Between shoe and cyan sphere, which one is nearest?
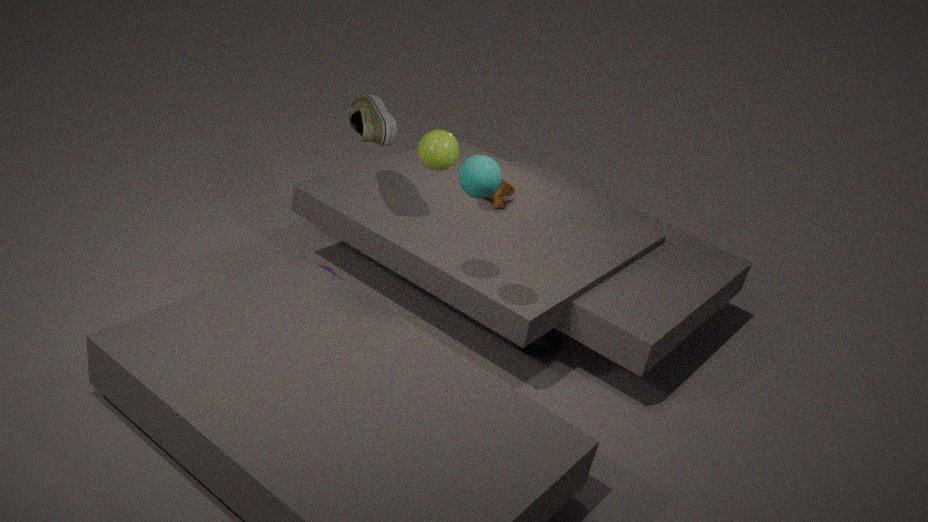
cyan sphere
